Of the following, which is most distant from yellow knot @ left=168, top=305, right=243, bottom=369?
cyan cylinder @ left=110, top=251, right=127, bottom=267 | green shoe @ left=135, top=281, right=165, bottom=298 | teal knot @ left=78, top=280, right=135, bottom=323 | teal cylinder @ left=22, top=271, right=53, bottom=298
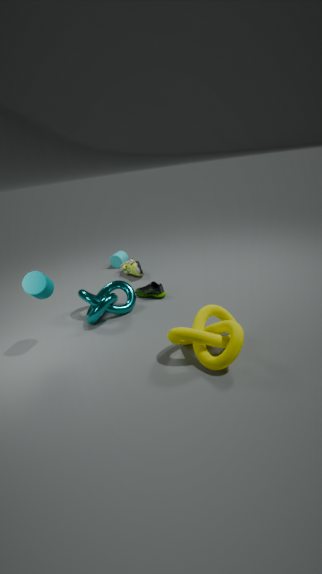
cyan cylinder @ left=110, top=251, right=127, bottom=267
